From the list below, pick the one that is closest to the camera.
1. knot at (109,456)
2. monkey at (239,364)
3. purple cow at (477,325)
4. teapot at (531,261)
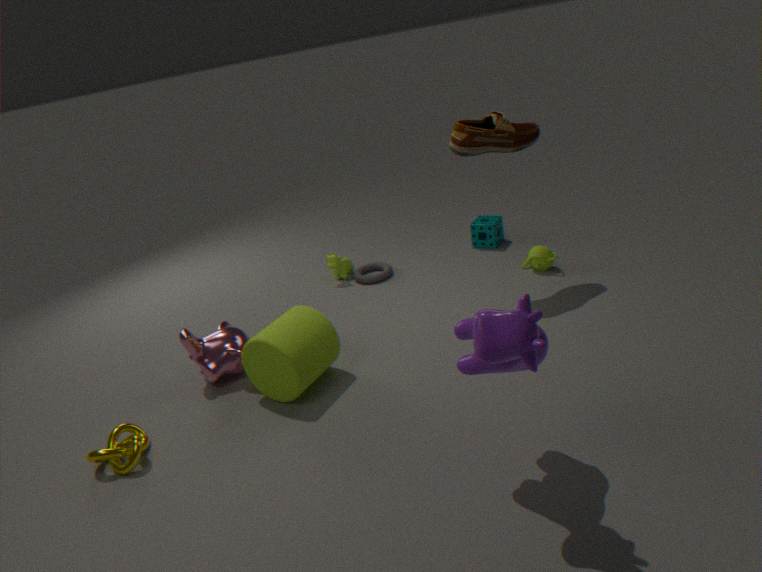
purple cow at (477,325)
